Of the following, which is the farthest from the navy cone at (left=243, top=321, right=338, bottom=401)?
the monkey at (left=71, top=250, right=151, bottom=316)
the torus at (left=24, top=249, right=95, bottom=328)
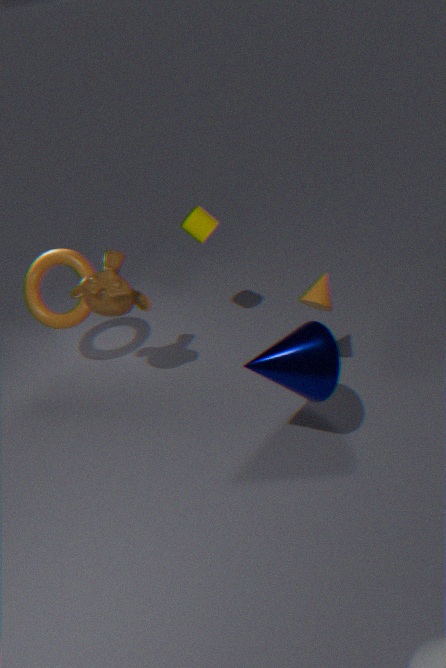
the torus at (left=24, top=249, right=95, bottom=328)
